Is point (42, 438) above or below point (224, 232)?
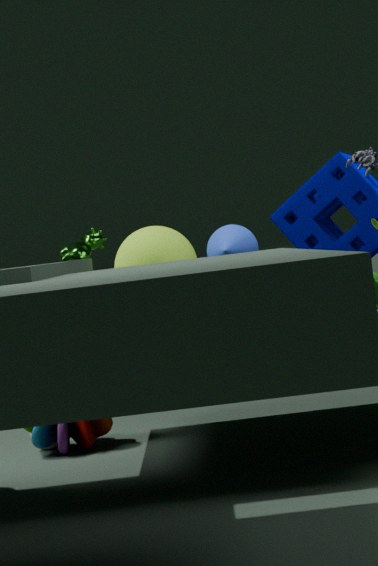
below
